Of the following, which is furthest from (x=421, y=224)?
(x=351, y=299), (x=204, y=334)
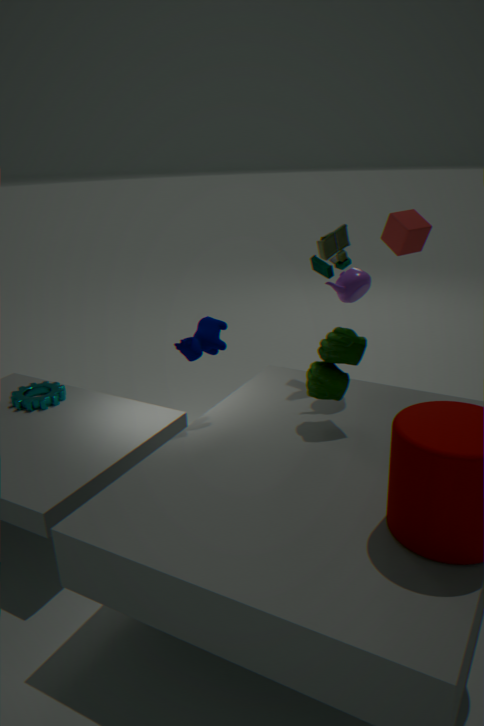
(x=204, y=334)
